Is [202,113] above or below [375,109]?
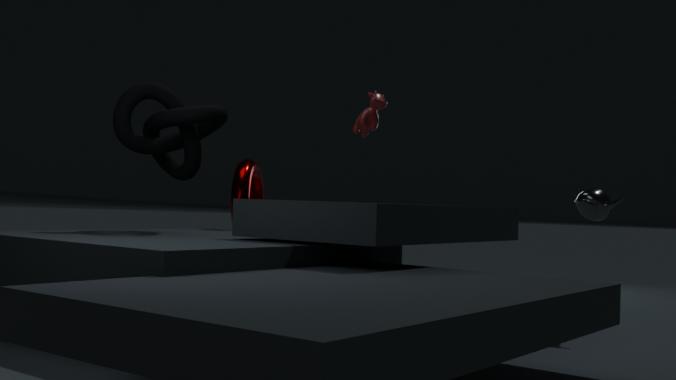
below
